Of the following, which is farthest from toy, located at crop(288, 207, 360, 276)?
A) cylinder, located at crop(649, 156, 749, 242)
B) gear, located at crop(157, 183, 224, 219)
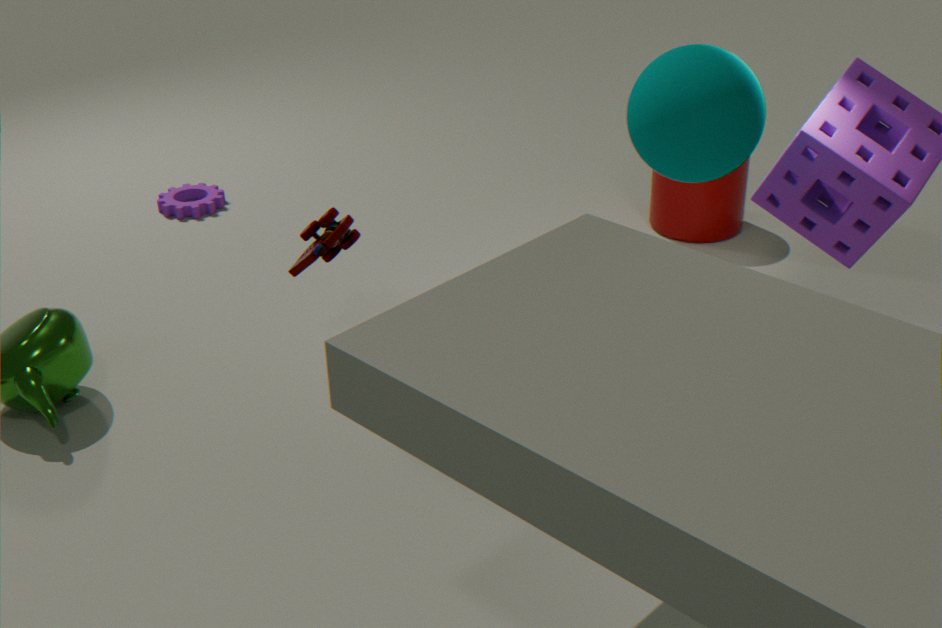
cylinder, located at crop(649, 156, 749, 242)
